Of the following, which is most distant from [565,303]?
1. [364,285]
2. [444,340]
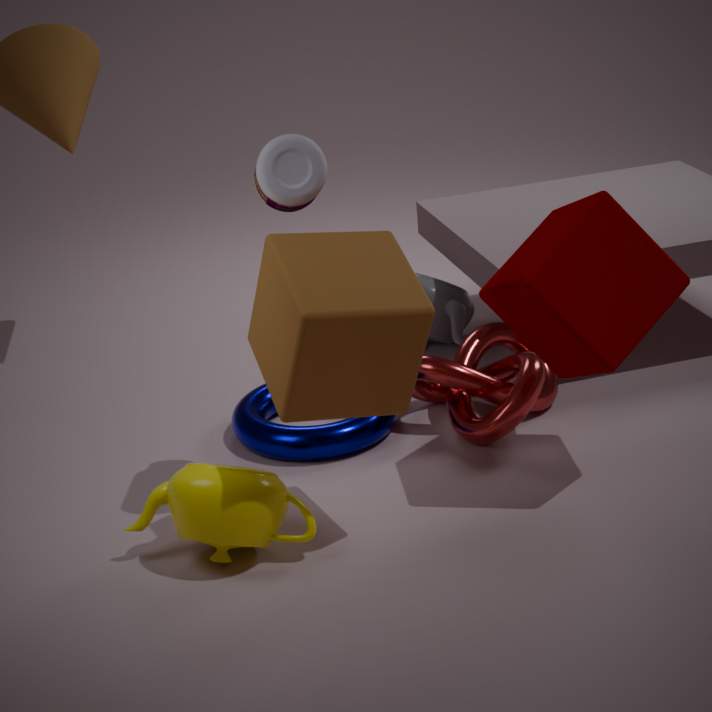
[444,340]
